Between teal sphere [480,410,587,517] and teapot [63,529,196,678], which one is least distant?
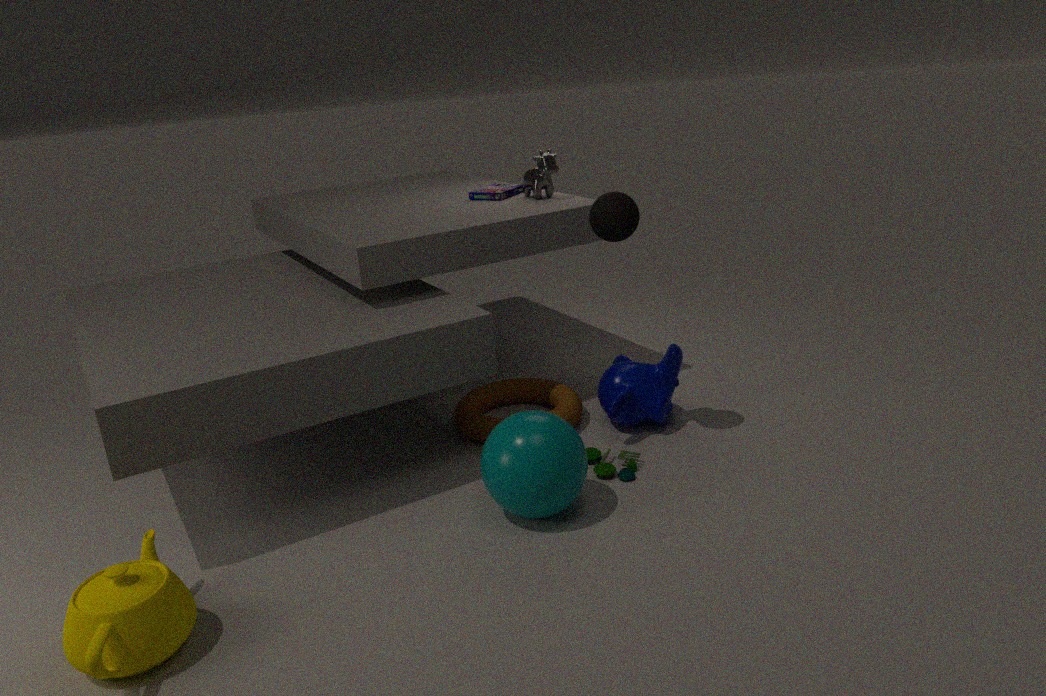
teapot [63,529,196,678]
